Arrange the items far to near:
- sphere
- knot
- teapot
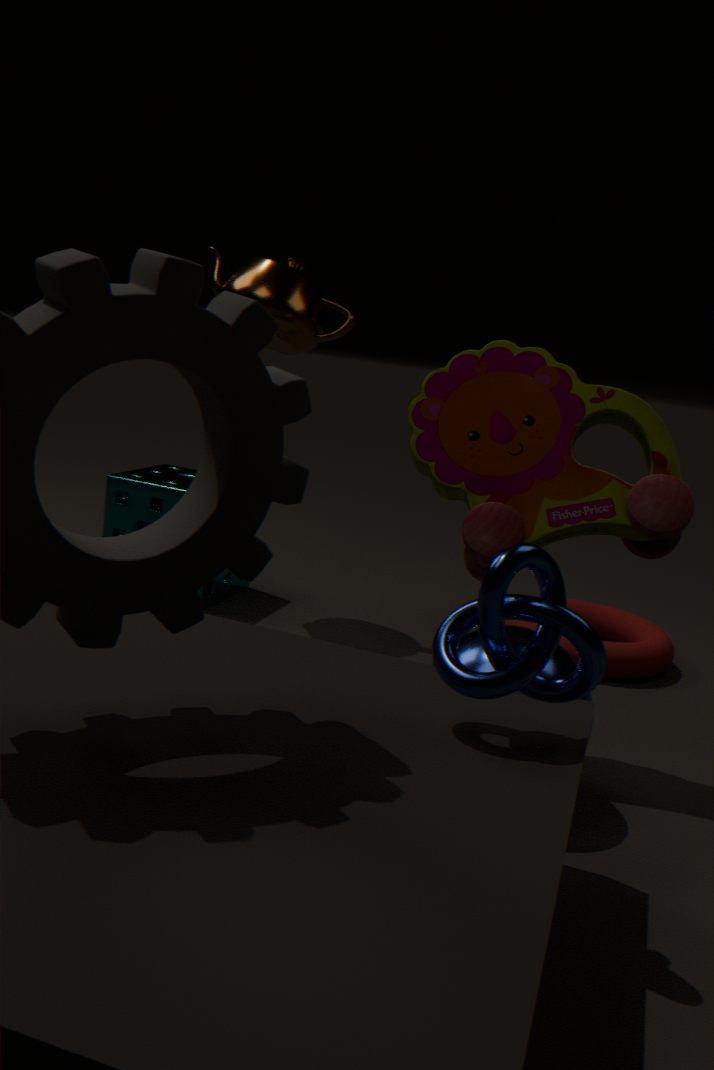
teapot → sphere → knot
